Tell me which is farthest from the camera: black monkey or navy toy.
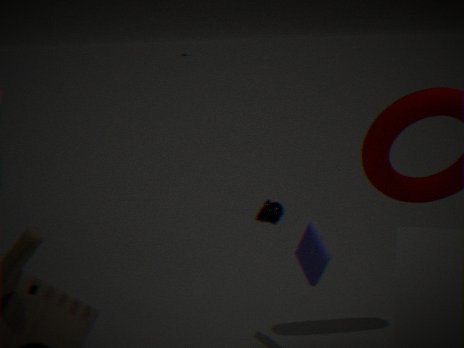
black monkey
